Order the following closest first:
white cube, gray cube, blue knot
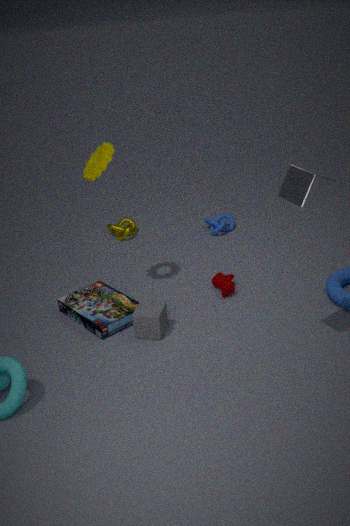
1. white cube
2. gray cube
3. blue knot
